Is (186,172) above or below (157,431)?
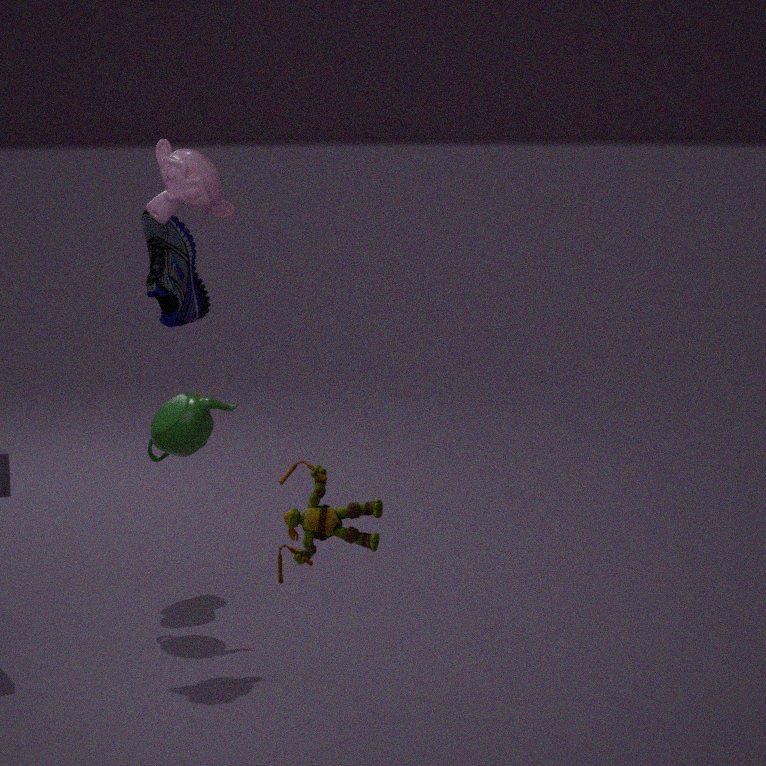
above
